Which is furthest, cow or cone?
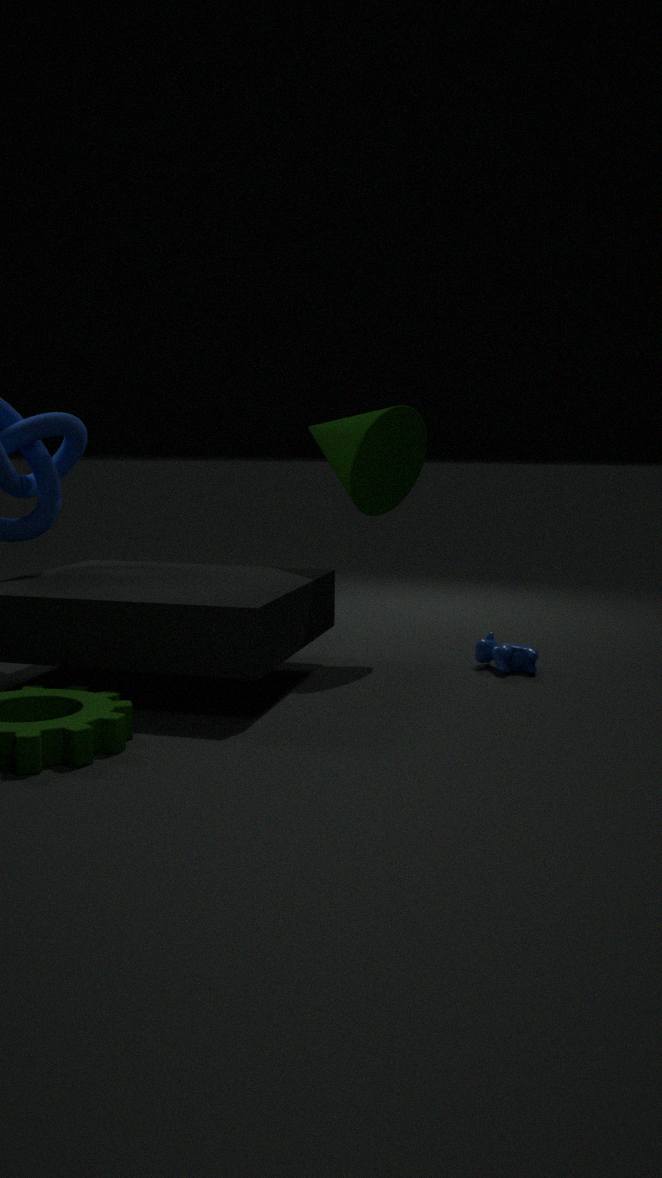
cow
